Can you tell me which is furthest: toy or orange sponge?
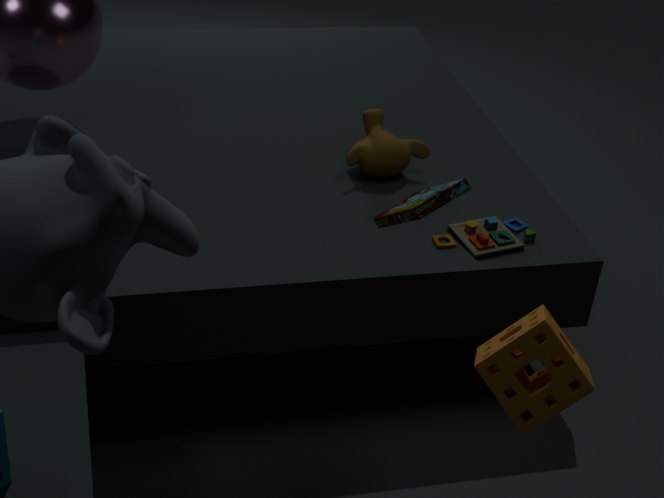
toy
